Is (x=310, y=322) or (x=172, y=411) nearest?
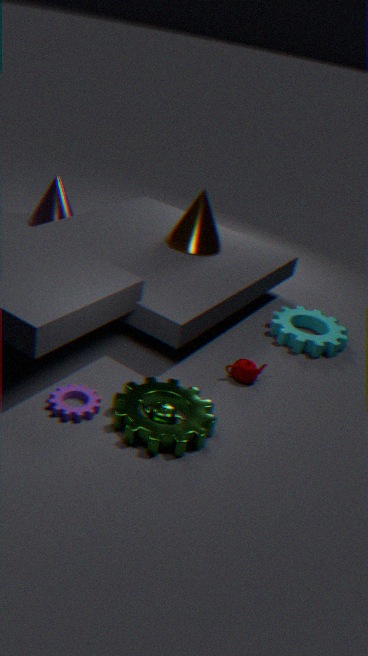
(x=172, y=411)
